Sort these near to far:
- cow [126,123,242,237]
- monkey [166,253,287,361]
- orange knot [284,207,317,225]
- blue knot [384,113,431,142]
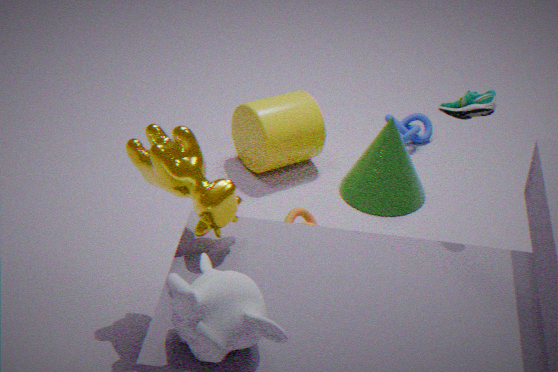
monkey [166,253,287,361], cow [126,123,242,237], orange knot [284,207,317,225], blue knot [384,113,431,142]
